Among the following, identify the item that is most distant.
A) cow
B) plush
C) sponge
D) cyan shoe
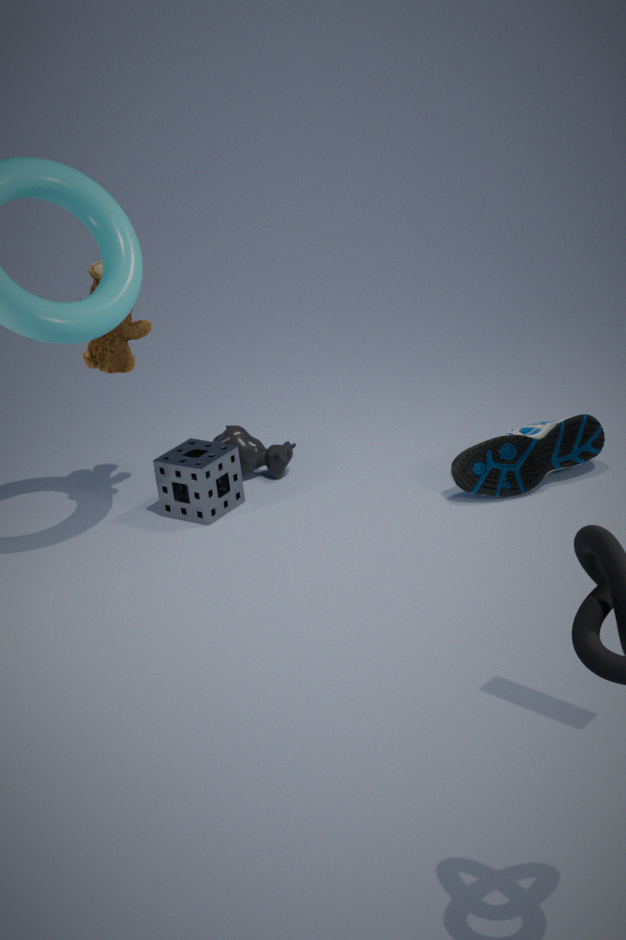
cow
